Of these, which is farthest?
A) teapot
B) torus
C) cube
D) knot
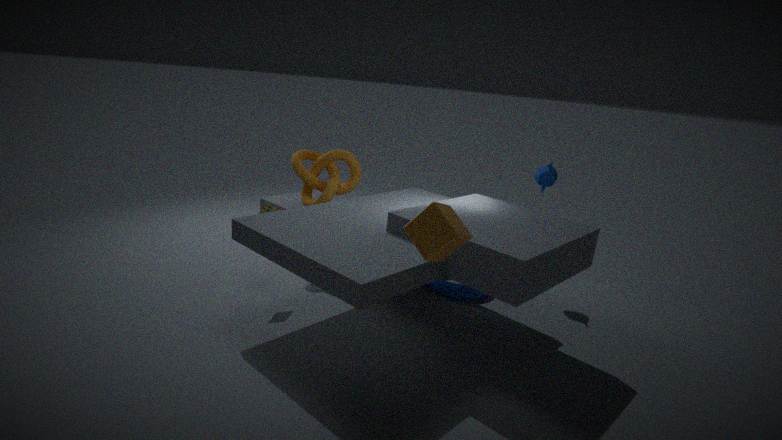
teapot
